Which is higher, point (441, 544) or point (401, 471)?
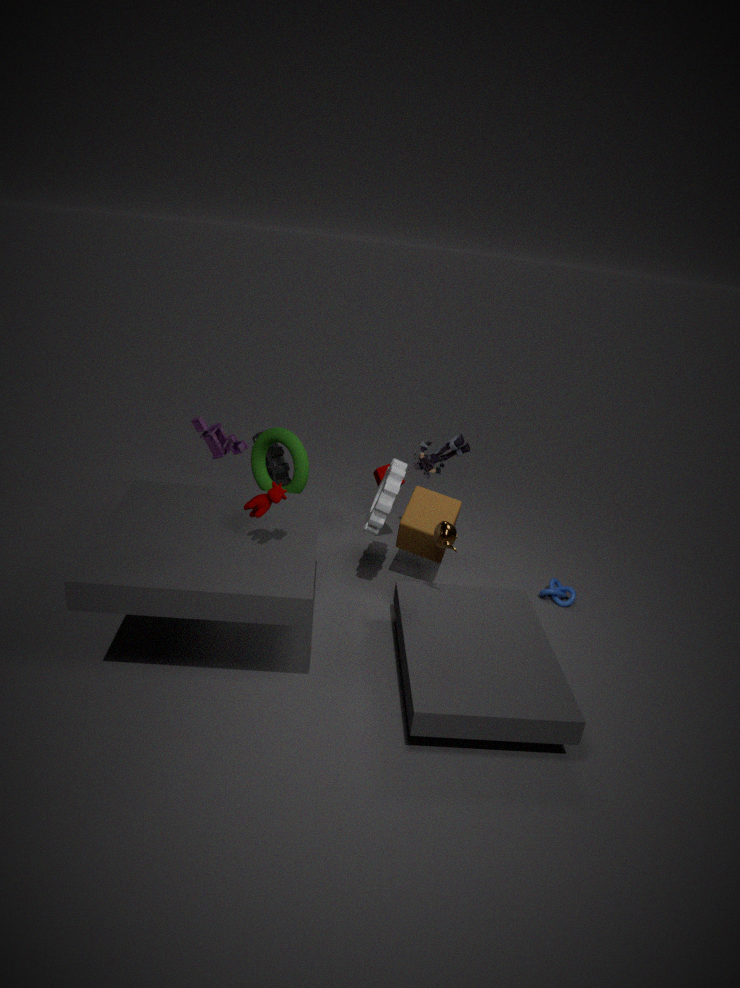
point (441, 544)
